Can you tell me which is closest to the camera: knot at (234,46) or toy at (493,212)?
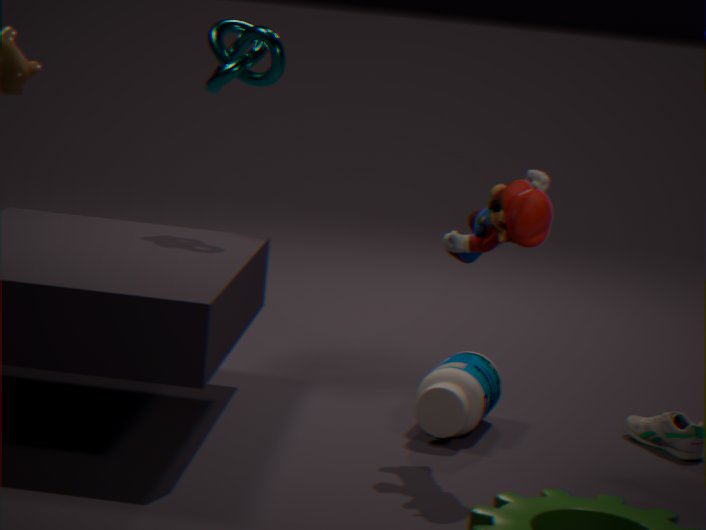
toy at (493,212)
